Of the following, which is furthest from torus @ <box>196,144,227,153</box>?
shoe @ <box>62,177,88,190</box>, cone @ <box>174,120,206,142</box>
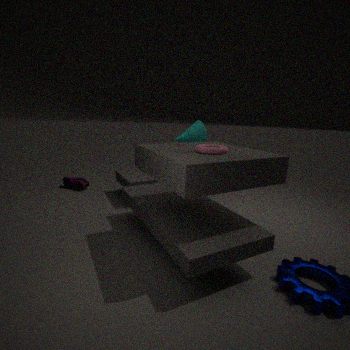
shoe @ <box>62,177,88,190</box>
